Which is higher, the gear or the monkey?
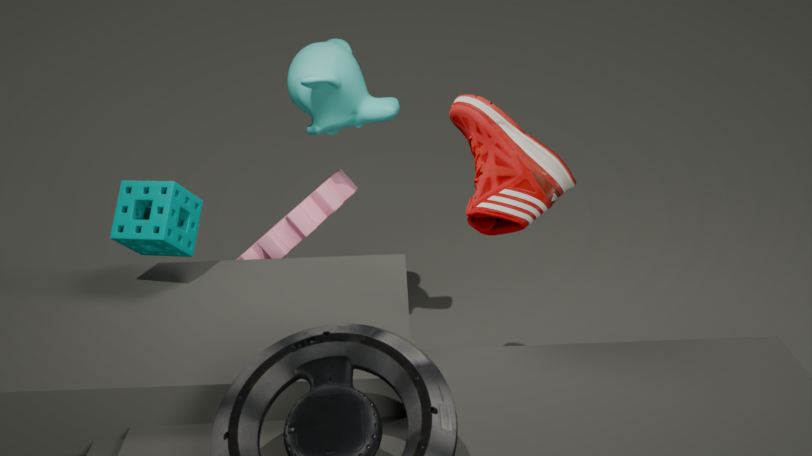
the monkey
